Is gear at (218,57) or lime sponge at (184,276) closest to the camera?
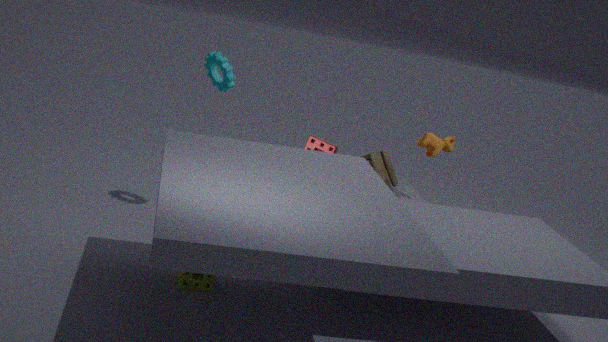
lime sponge at (184,276)
